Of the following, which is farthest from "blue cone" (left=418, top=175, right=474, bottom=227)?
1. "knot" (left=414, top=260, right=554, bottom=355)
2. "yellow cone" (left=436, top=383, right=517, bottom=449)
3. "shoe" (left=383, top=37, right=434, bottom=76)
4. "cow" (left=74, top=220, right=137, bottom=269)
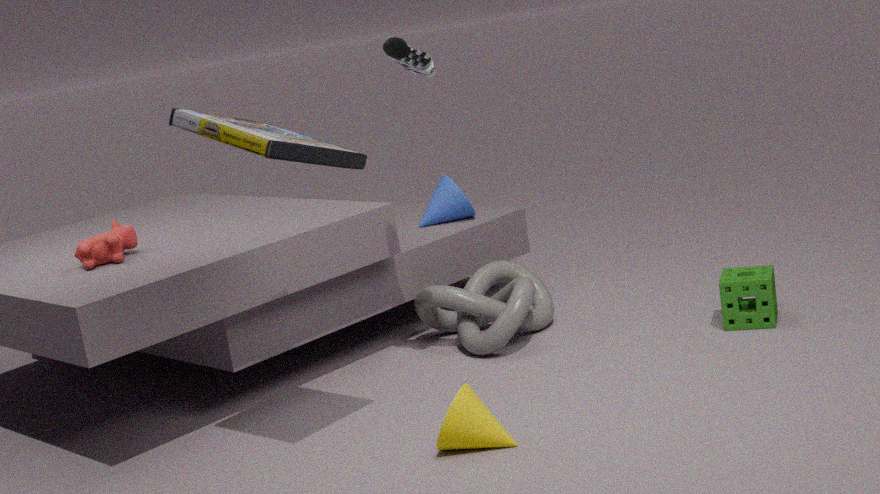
"yellow cone" (left=436, top=383, right=517, bottom=449)
